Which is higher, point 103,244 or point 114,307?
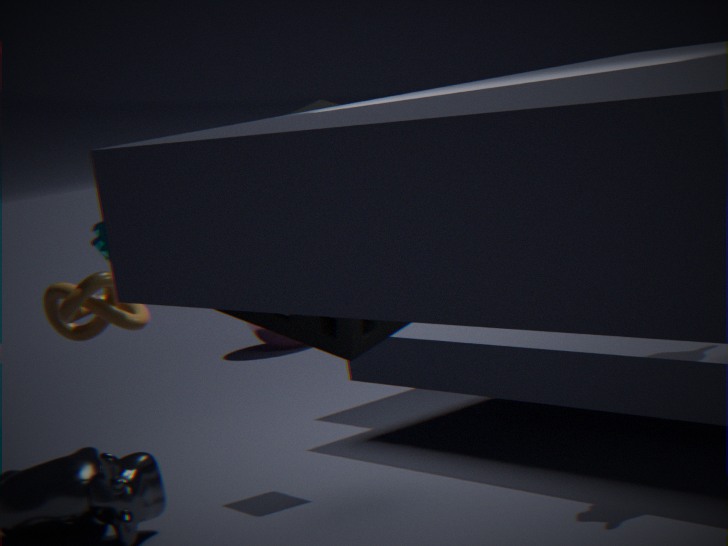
point 103,244
